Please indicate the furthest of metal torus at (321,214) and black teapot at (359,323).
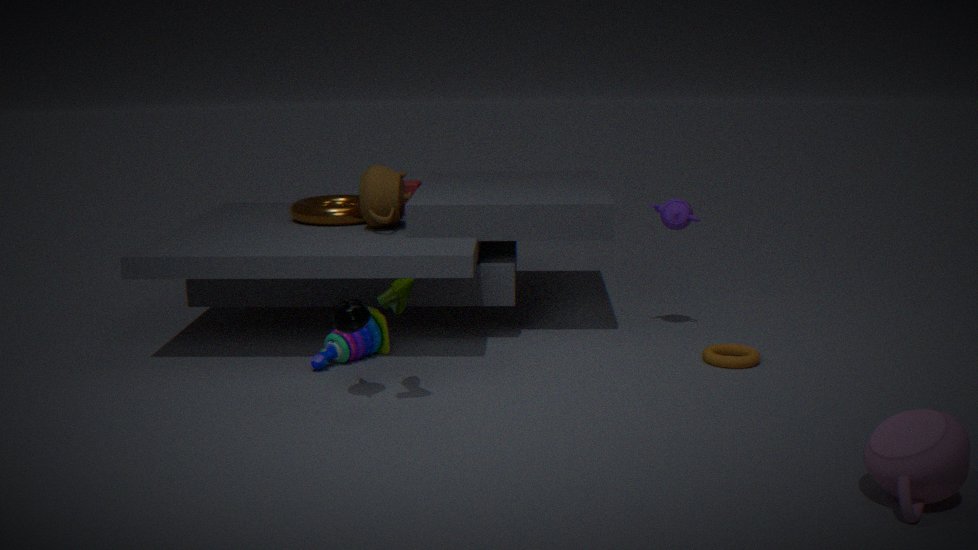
metal torus at (321,214)
